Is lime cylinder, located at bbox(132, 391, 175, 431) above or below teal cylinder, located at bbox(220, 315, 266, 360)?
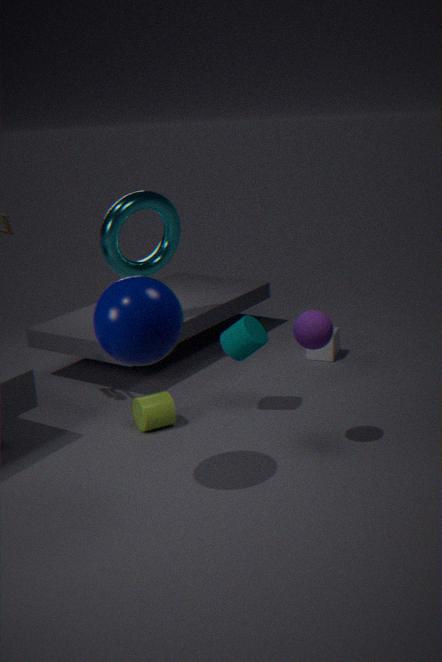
below
